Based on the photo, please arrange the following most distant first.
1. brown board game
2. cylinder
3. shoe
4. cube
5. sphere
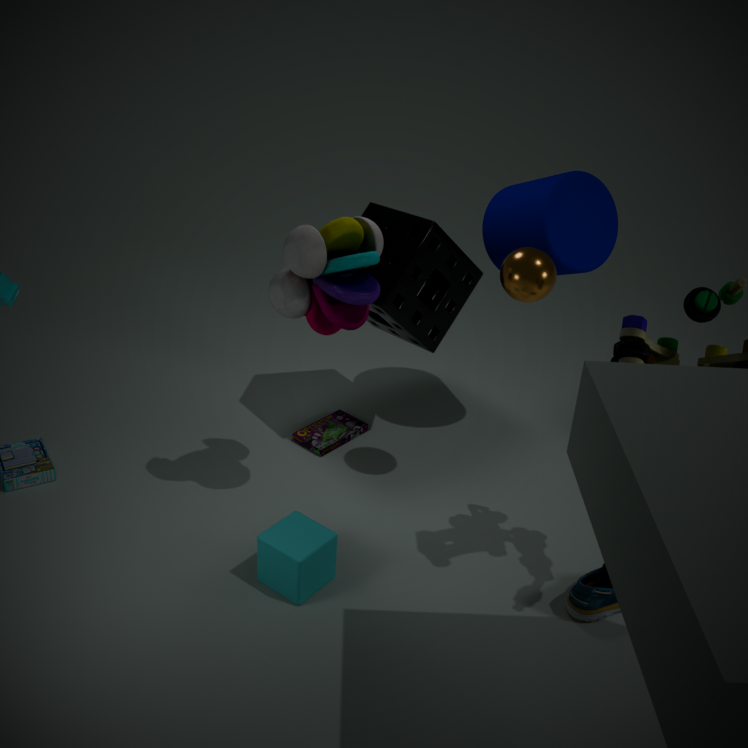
1. brown board game
2. cylinder
3. sphere
4. shoe
5. cube
